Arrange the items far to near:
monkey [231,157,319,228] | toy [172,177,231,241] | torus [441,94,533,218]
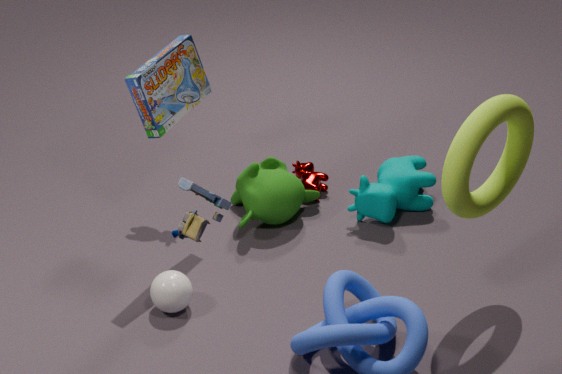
monkey [231,157,319,228] → torus [441,94,533,218] → toy [172,177,231,241]
